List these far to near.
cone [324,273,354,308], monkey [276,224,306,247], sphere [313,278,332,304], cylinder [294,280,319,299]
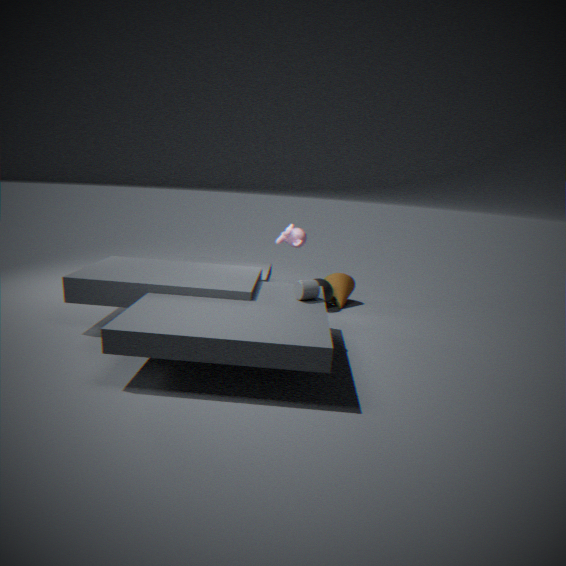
cone [324,273,354,308], monkey [276,224,306,247], sphere [313,278,332,304], cylinder [294,280,319,299]
